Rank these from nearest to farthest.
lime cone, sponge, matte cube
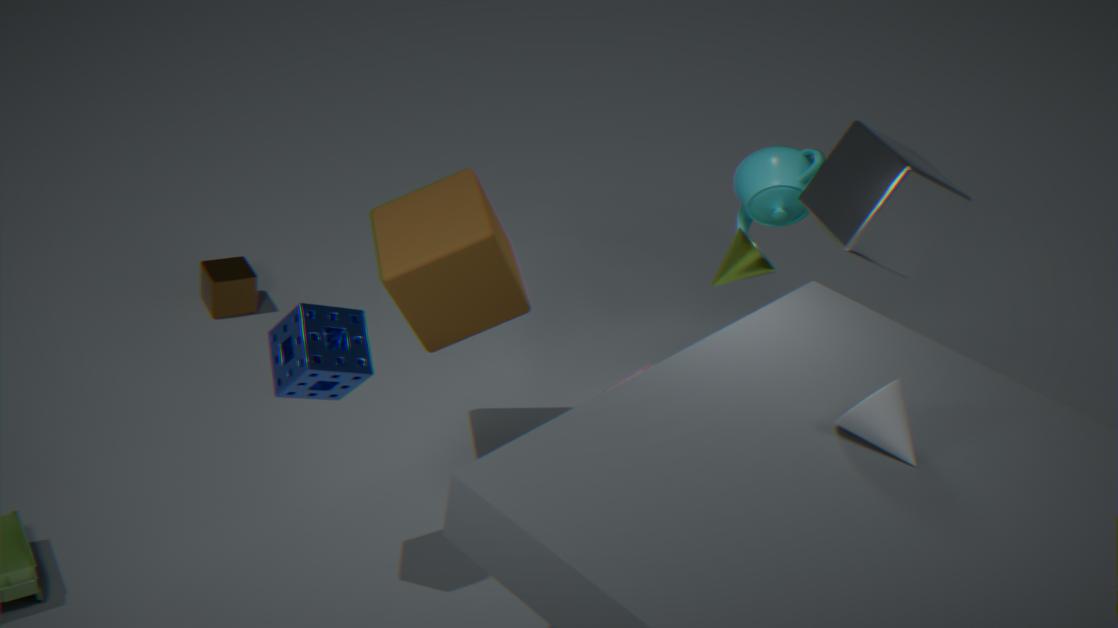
sponge → matte cube → lime cone
